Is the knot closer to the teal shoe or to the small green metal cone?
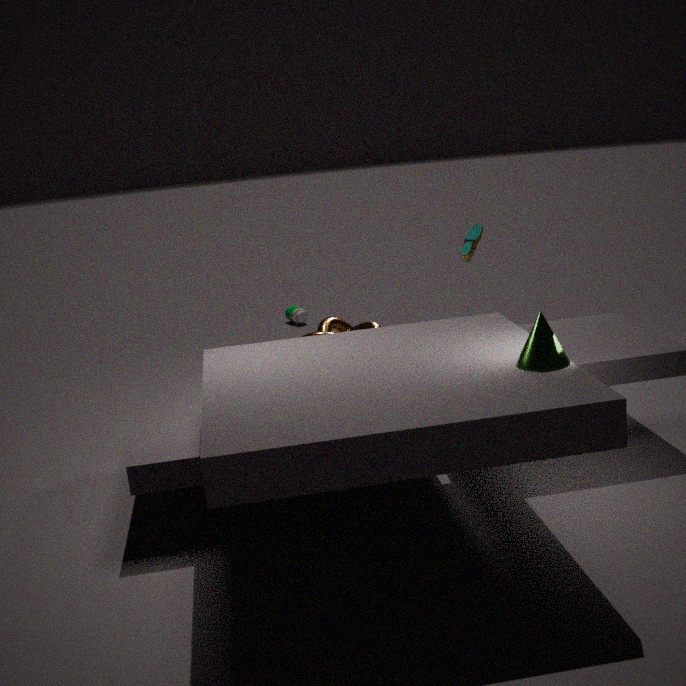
the teal shoe
